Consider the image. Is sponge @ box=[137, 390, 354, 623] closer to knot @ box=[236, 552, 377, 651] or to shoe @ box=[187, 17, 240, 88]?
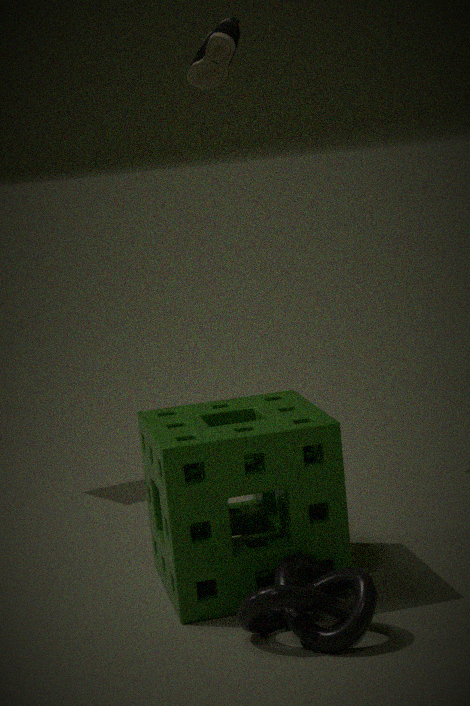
knot @ box=[236, 552, 377, 651]
